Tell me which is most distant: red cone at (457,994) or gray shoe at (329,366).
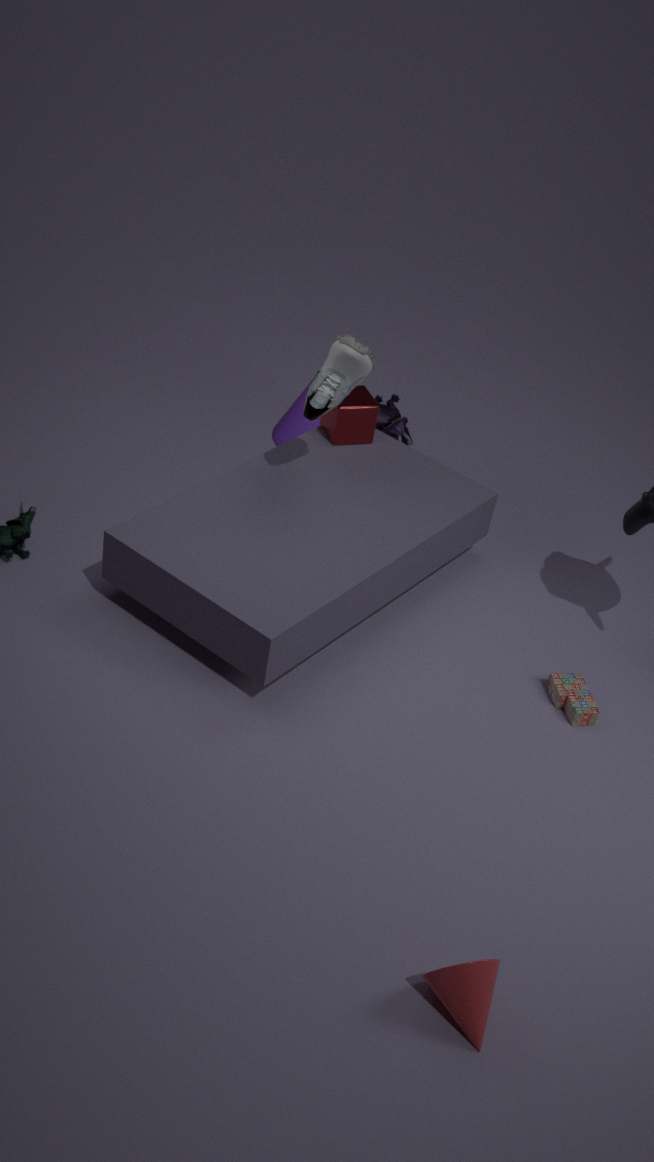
gray shoe at (329,366)
